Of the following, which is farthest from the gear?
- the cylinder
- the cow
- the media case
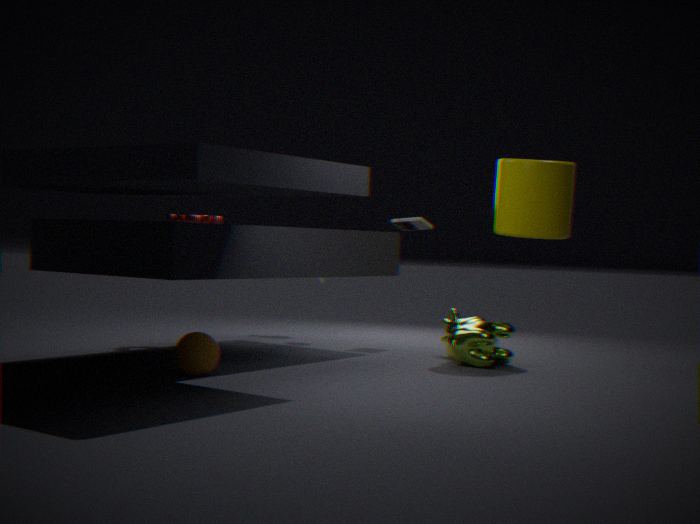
the cylinder
